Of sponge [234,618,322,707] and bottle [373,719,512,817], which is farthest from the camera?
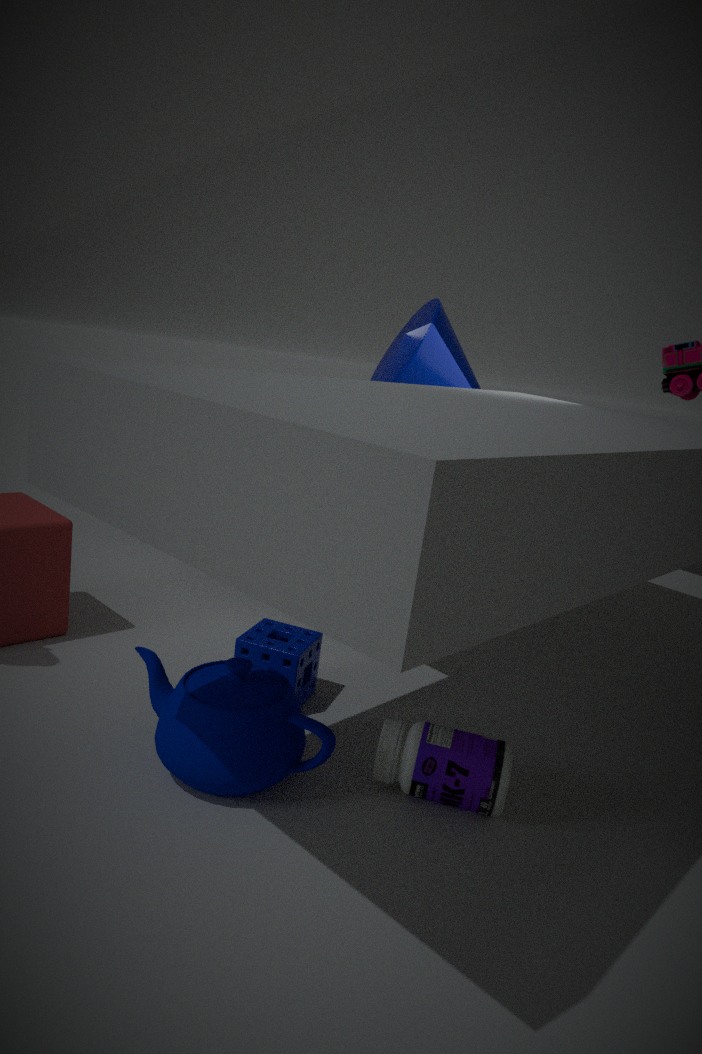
sponge [234,618,322,707]
